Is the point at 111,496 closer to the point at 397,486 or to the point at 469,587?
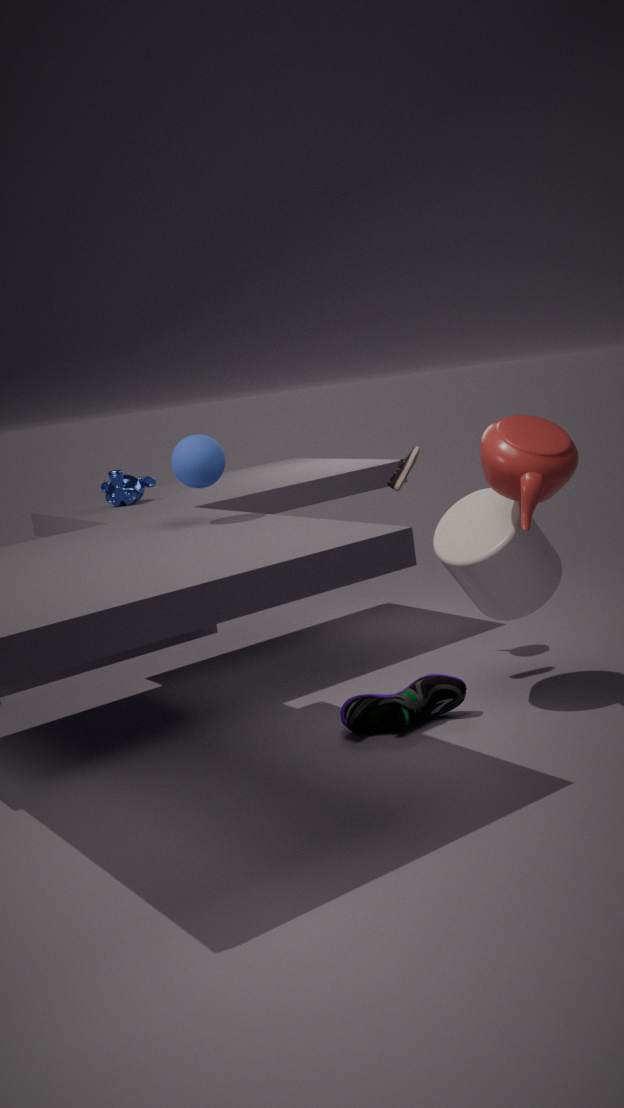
the point at 397,486
